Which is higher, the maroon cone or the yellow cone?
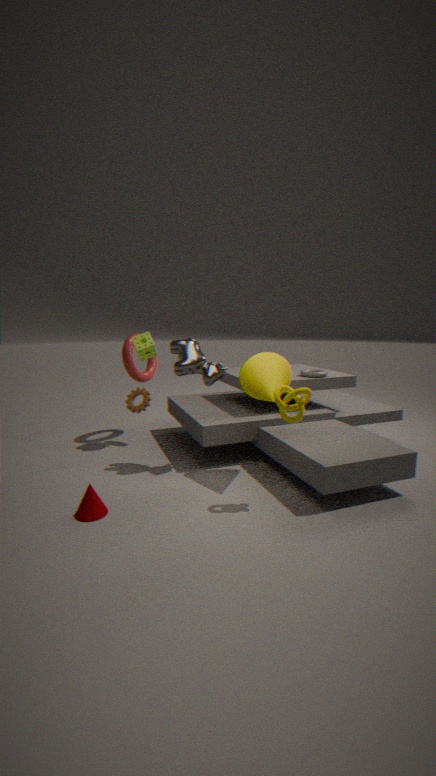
the yellow cone
